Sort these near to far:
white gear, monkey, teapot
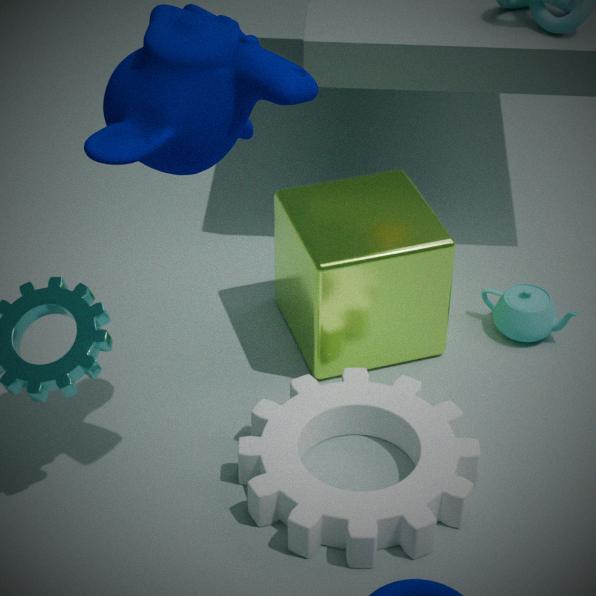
monkey < white gear < teapot
